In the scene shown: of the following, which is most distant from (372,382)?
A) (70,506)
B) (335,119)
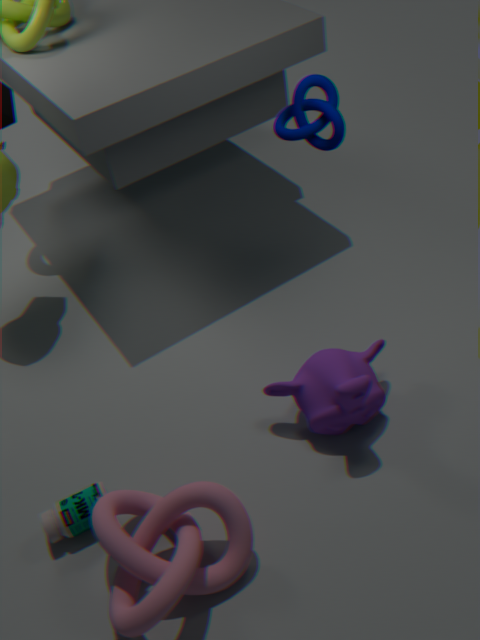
(70,506)
